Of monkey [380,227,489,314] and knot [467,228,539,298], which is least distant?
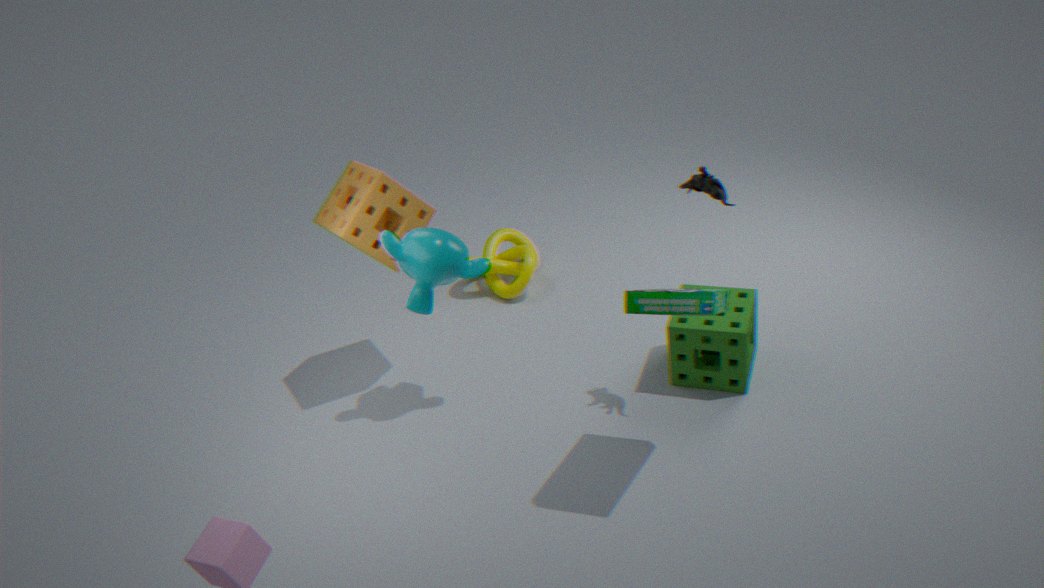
monkey [380,227,489,314]
